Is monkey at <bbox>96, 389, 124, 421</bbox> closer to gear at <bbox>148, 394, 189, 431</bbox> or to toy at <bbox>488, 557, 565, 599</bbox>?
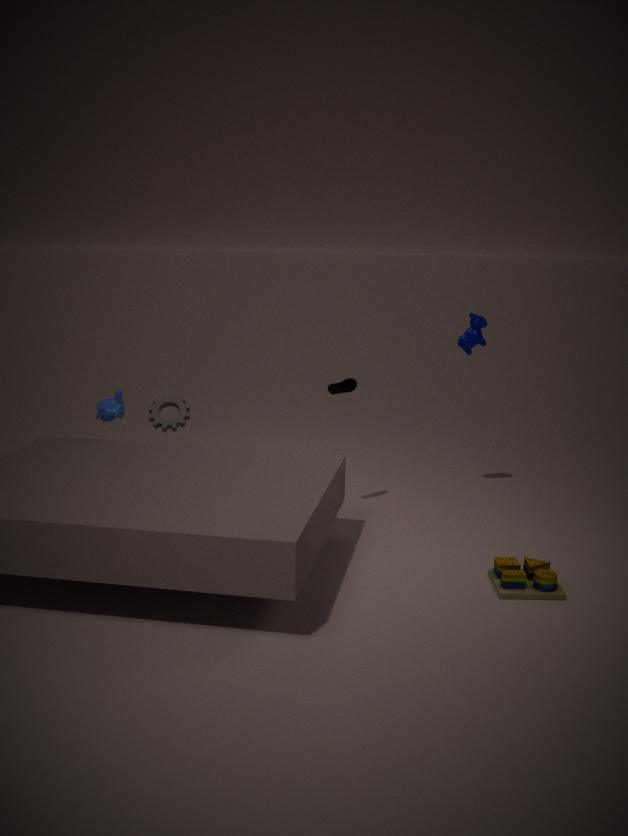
gear at <bbox>148, 394, 189, 431</bbox>
